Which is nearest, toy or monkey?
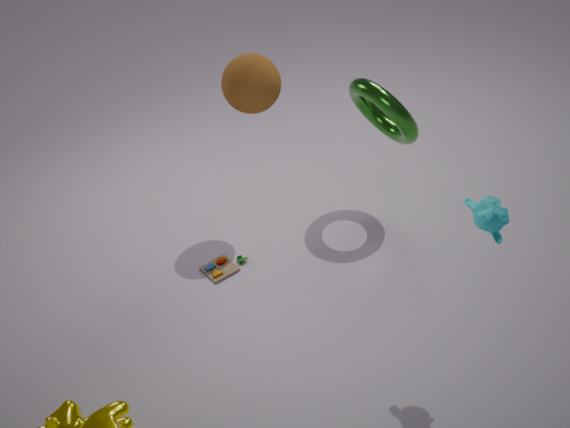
monkey
